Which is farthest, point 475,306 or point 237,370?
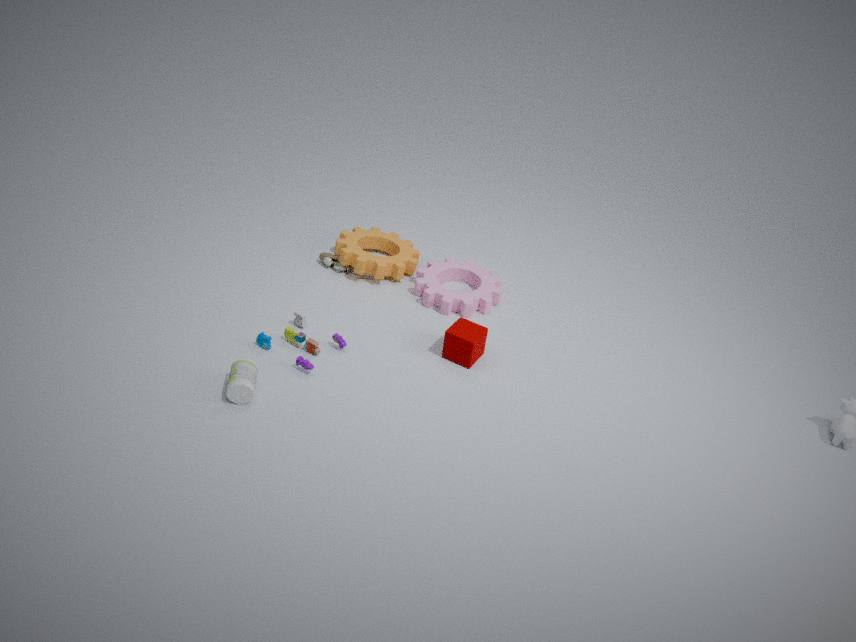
point 475,306
